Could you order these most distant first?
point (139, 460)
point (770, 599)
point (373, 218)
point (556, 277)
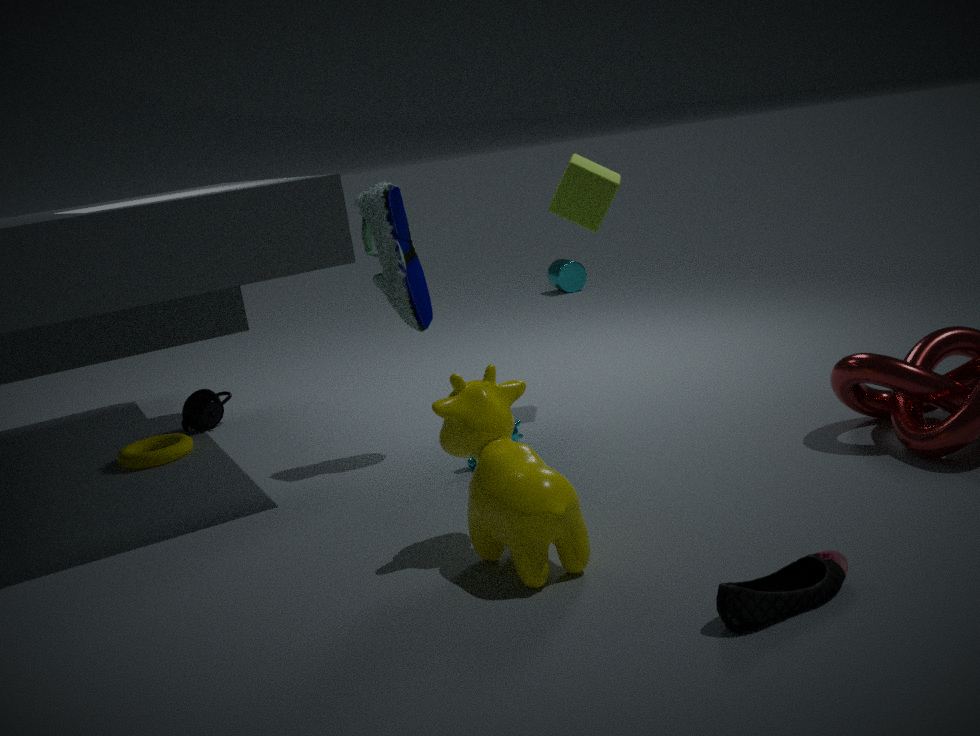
point (556, 277), point (139, 460), point (373, 218), point (770, 599)
